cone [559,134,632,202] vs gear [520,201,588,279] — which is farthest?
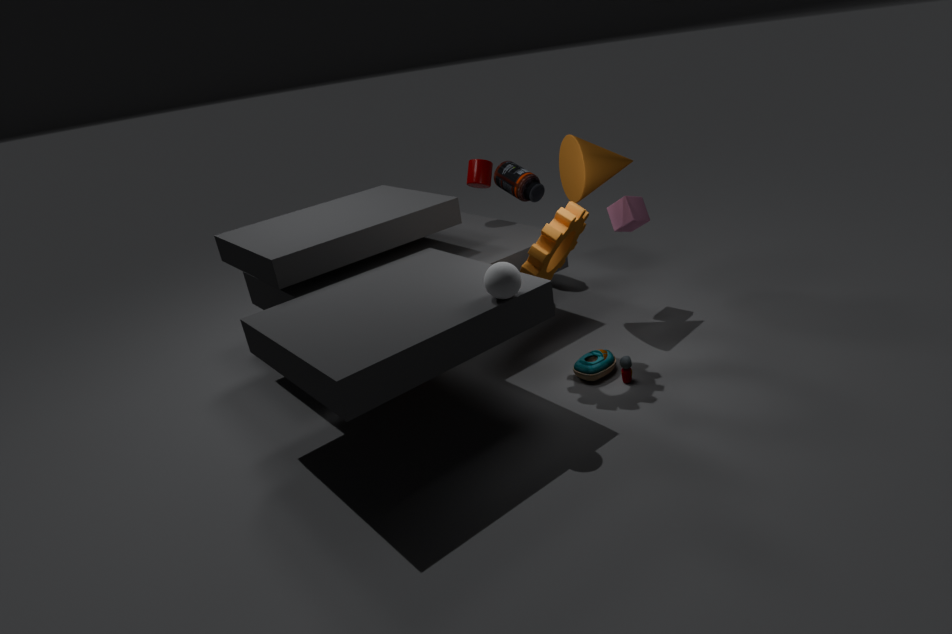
cone [559,134,632,202]
